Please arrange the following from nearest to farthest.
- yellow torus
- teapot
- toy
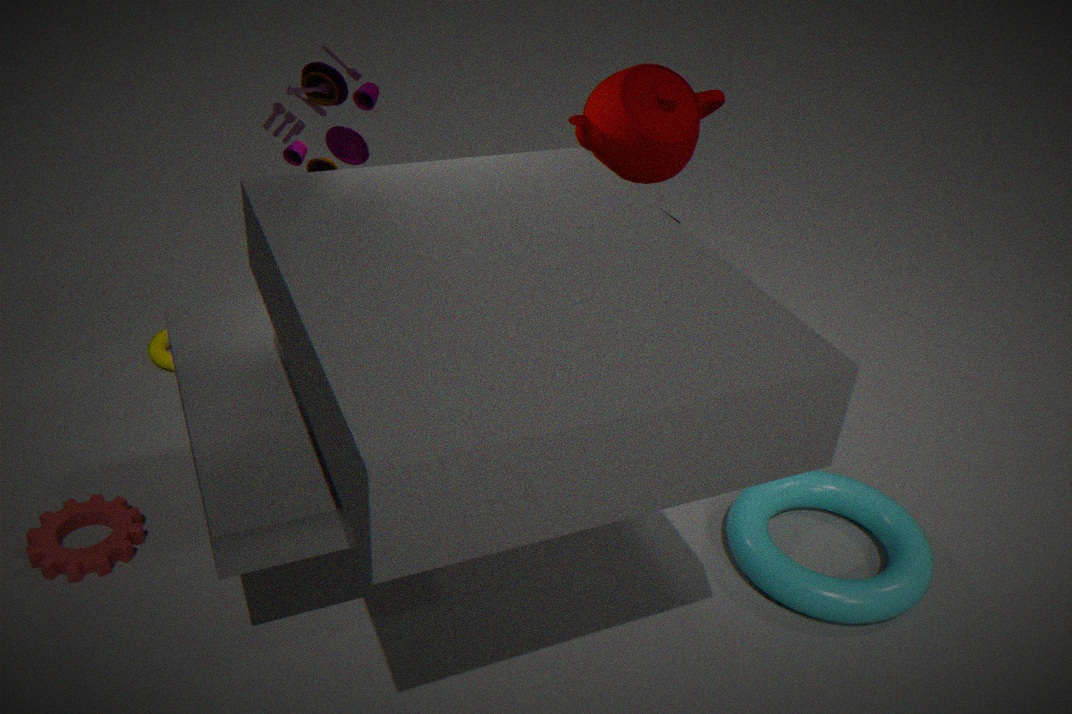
toy < teapot < yellow torus
